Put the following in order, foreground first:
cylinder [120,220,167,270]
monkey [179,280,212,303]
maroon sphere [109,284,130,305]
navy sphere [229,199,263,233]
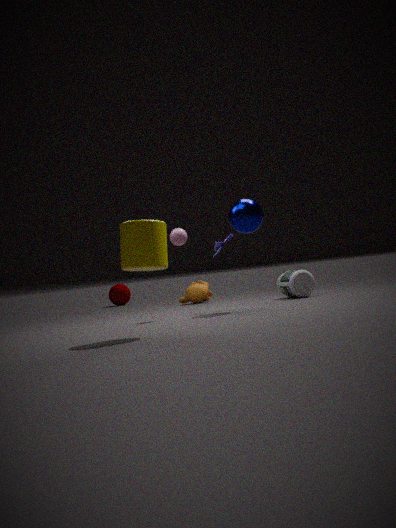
1. cylinder [120,220,167,270]
2. navy sphere [229,199,263,233]
3. monkey [179,280,212,303]
4. maroon sphere [109,284,130,305]
